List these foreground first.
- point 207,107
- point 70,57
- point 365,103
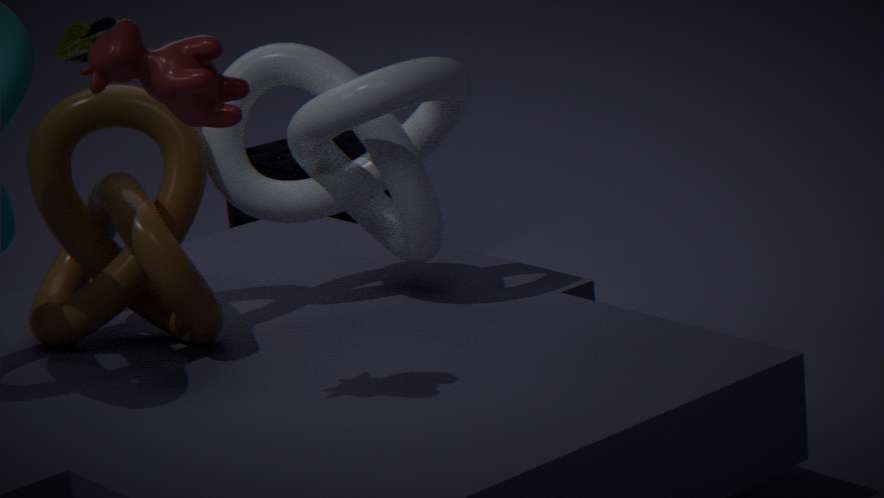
point 207,107 → point 365,103 → point 70,57
